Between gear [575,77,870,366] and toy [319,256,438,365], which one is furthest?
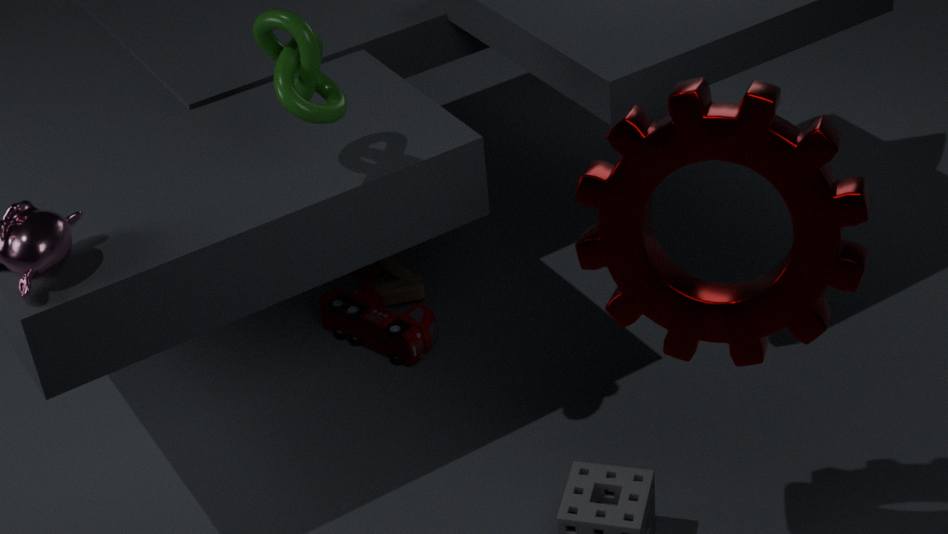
toy [319,256,438,365]
